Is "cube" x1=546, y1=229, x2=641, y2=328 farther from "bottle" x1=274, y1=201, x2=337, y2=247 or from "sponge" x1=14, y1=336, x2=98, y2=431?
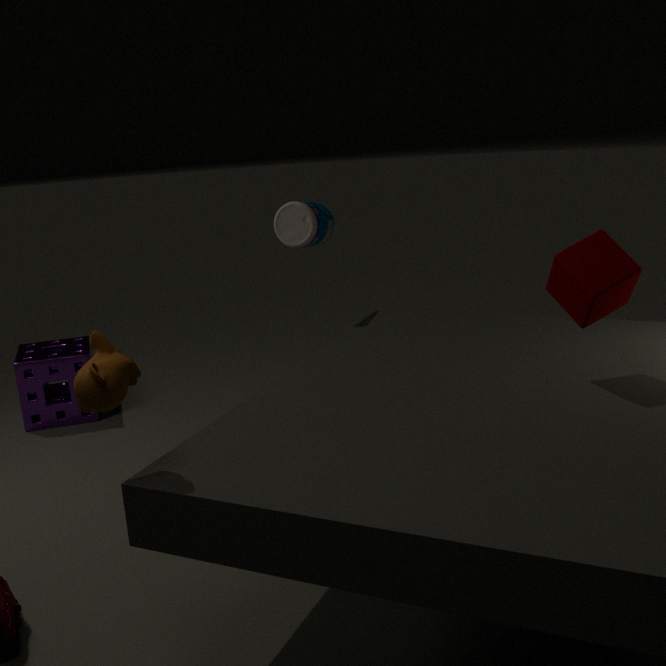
"sponge" x1=14, y1=336, x2=98, y2=431
